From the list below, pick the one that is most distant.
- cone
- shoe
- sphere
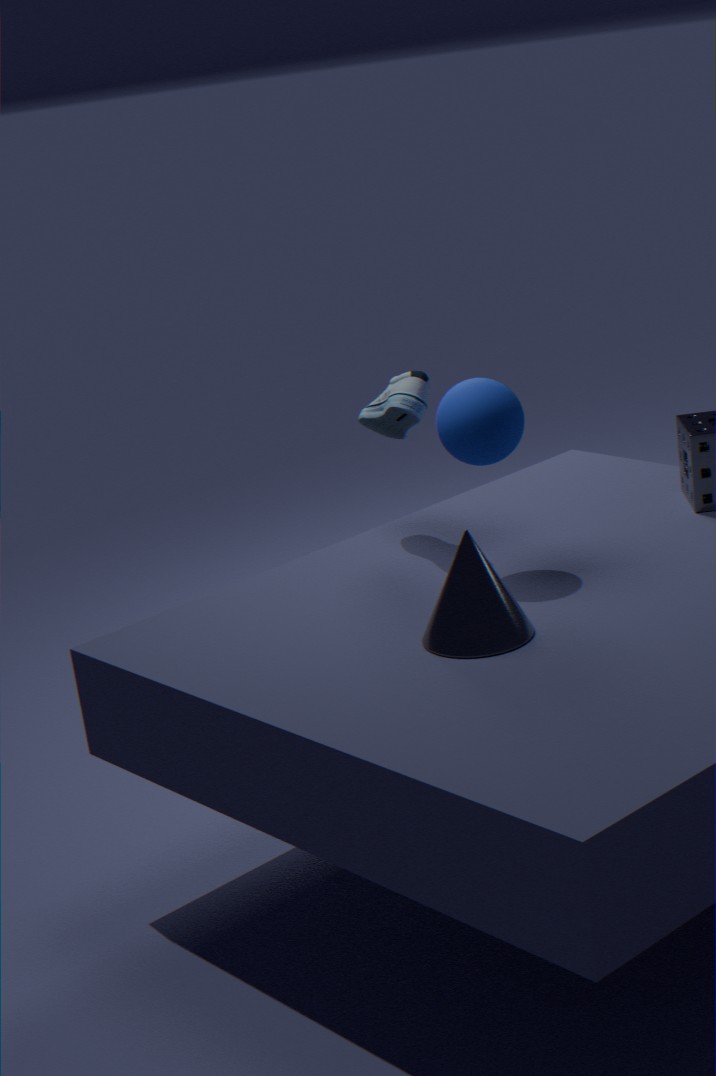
shoe
